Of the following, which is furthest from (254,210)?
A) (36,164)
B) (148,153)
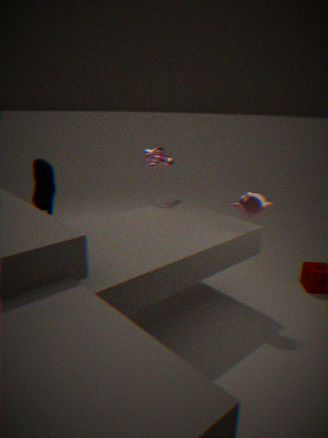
(36,164)
